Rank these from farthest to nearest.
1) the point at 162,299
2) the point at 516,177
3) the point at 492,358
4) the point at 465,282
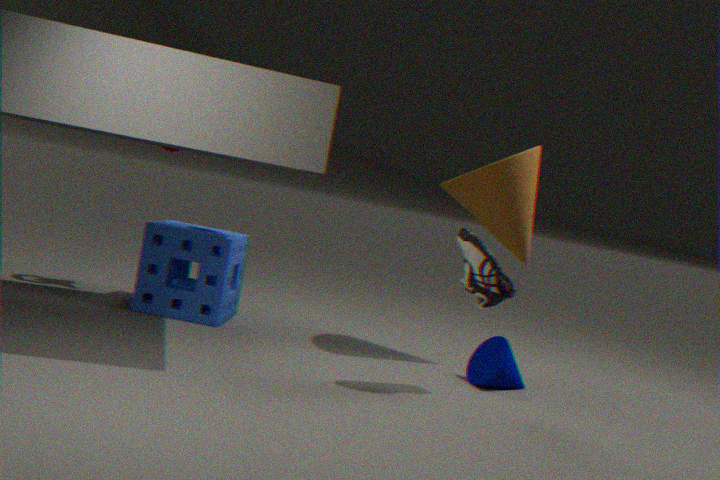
1. the point at 162,299 → 2. the point at 516,177 → 3. the point at 492,358 → 4. the point at 465,282
